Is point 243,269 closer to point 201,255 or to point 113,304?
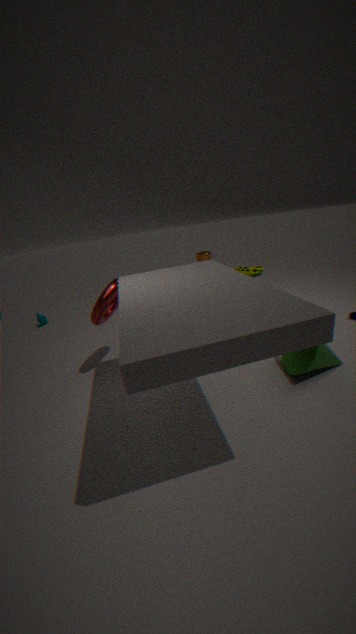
point 113,304
